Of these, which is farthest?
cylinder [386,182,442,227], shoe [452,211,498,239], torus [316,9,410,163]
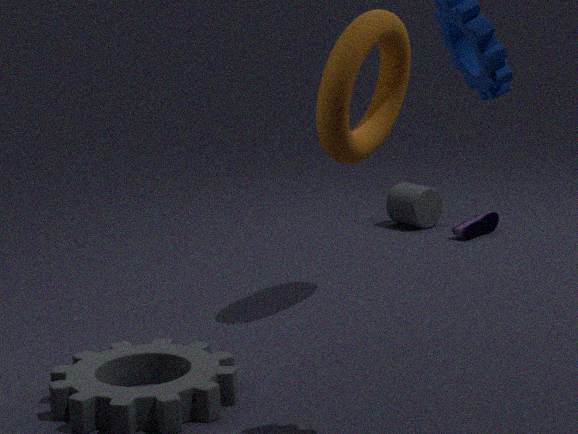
cylinder [386,182,442,227]
